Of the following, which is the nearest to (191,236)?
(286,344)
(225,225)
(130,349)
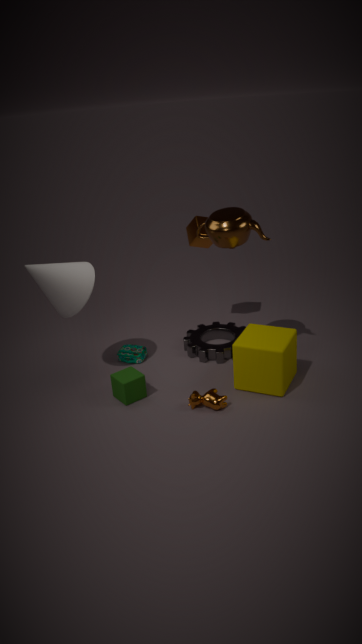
(225,225)
